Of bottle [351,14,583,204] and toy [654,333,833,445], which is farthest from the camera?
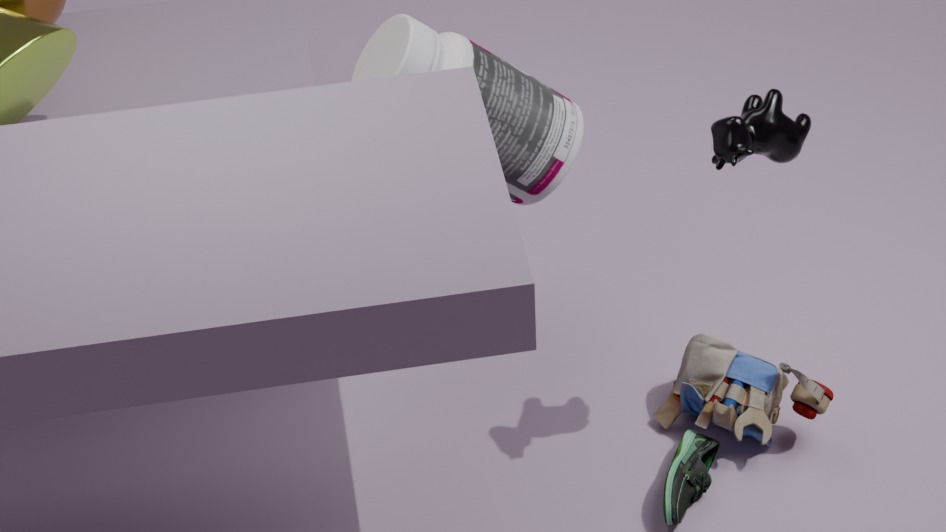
toy [654,333,833,445]
